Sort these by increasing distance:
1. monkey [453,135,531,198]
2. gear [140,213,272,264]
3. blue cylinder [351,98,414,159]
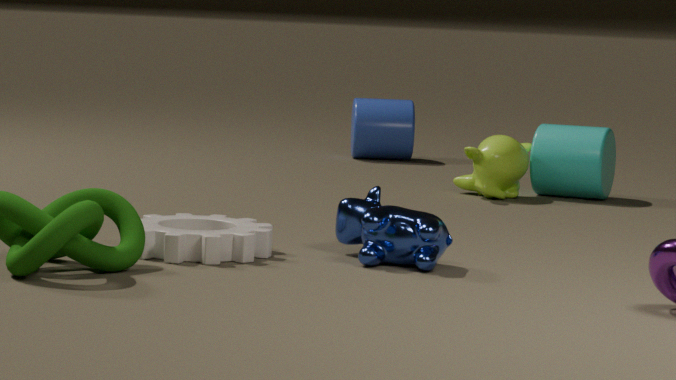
1. gear [140,213,272,264]
2. monkey [453,135,531,198]
3. blue cylinder [351,98,414,159]
